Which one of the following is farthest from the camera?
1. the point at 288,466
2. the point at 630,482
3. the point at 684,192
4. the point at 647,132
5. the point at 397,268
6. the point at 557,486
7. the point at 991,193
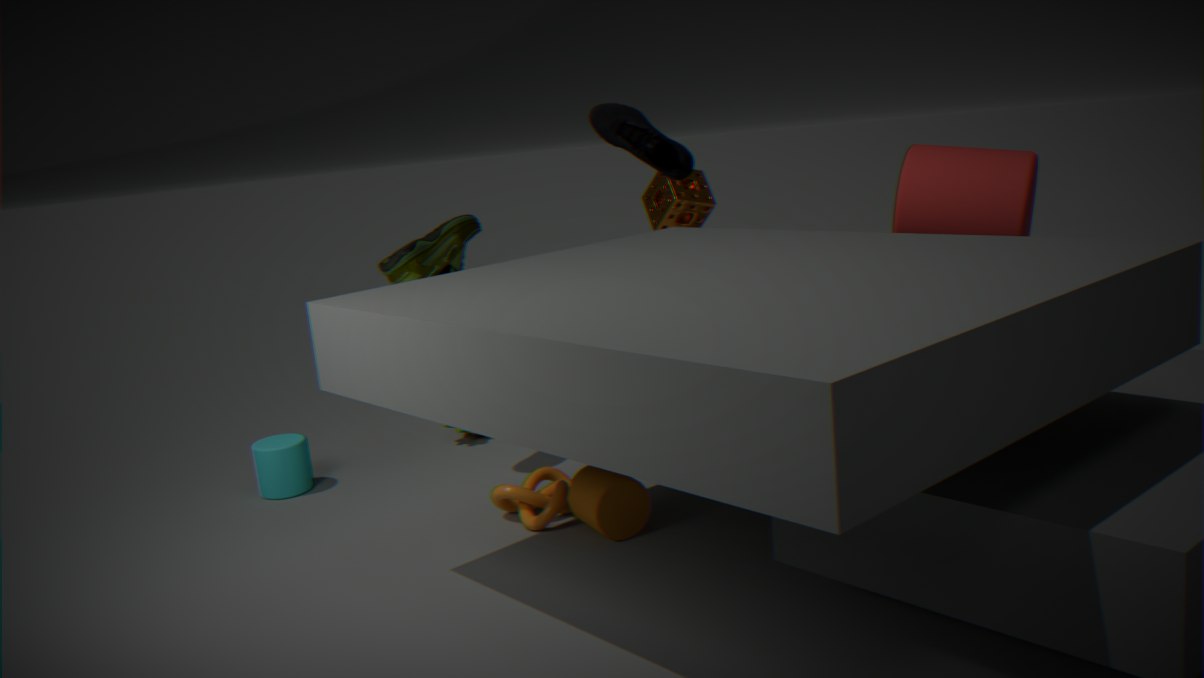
the point at 684,192
